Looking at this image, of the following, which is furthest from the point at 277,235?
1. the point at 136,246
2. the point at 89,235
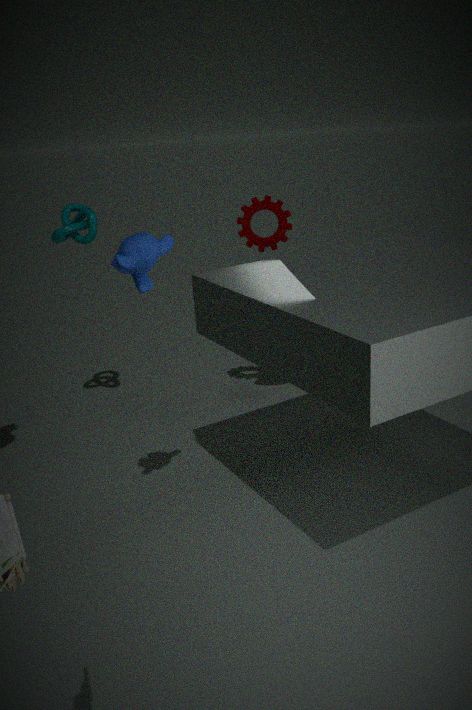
the point at 136,246
